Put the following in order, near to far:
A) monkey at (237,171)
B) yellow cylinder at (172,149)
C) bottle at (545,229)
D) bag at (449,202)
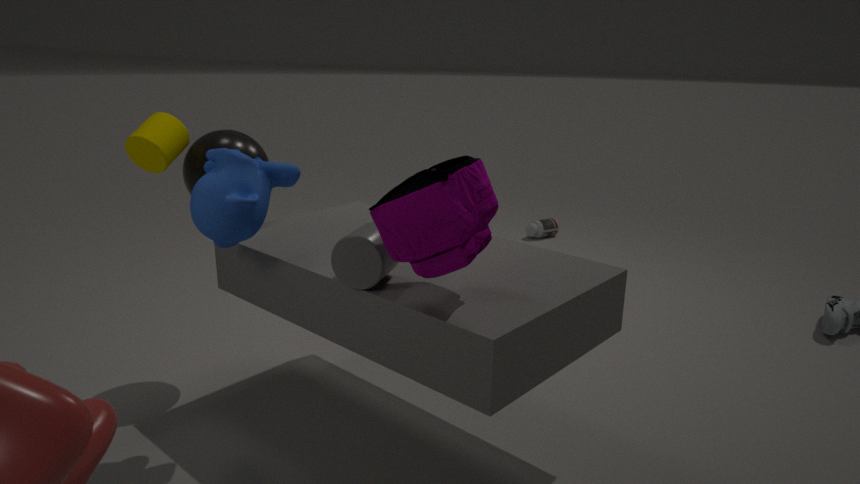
bag at (449,202) → monkey at (237,171) → yellow cylinder at (172,149) → bottle at (545,229)
